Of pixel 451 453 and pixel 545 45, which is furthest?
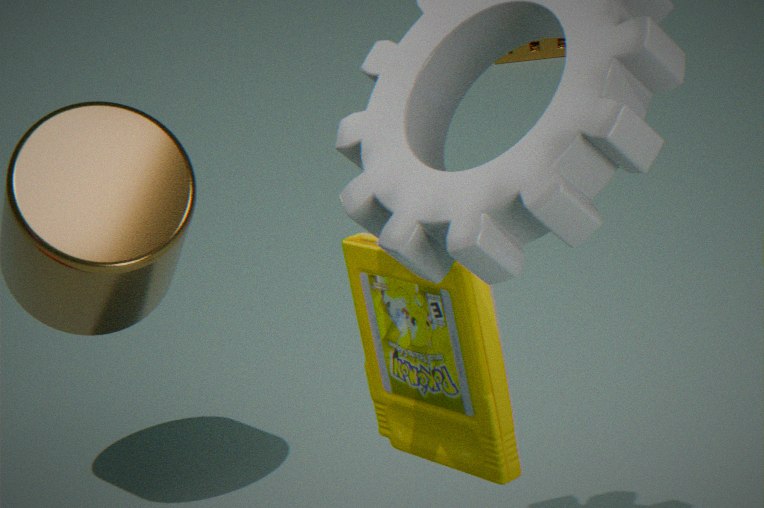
pixel 545 45
